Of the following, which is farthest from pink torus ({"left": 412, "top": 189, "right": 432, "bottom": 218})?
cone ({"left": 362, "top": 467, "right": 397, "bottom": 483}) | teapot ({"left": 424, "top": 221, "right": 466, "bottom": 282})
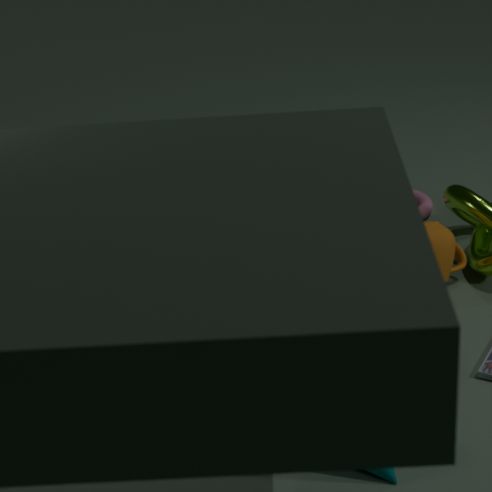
cone ({"left": 362, "top": 467, "right": 397, "bottom": 483})
